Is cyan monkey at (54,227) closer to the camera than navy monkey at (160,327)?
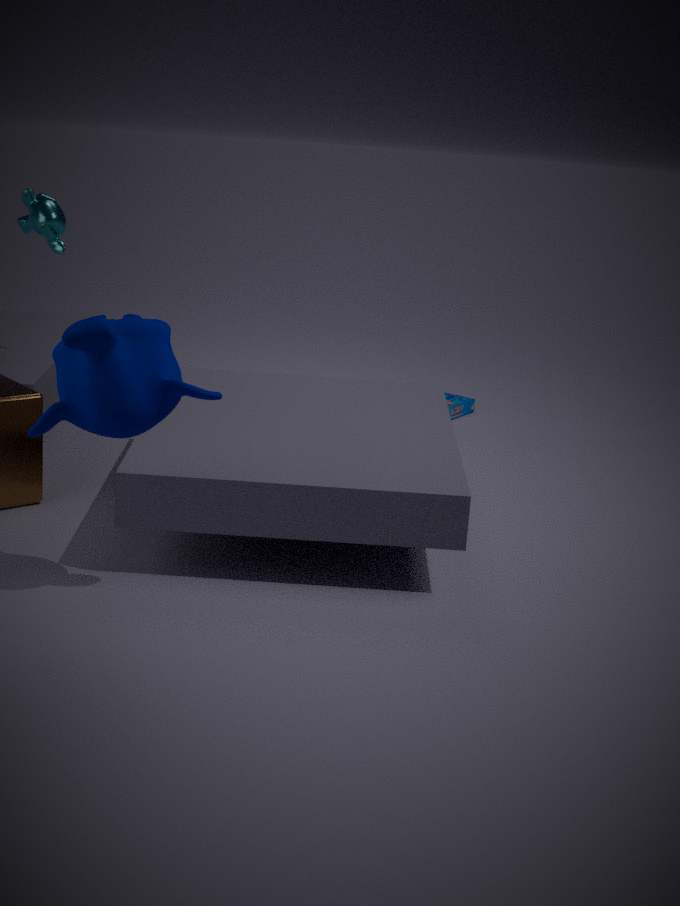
No
